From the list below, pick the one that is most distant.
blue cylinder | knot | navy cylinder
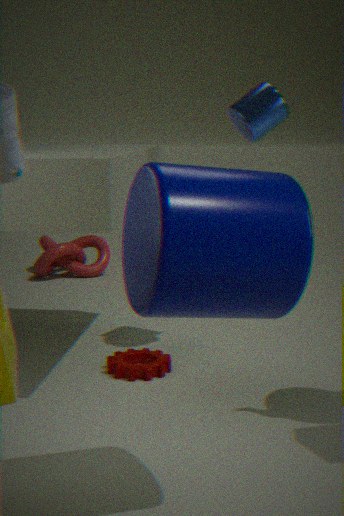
knot
